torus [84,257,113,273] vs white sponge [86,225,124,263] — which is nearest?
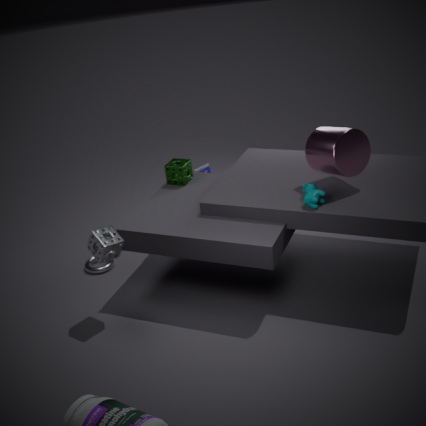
white sponge [86,225,124,263]
